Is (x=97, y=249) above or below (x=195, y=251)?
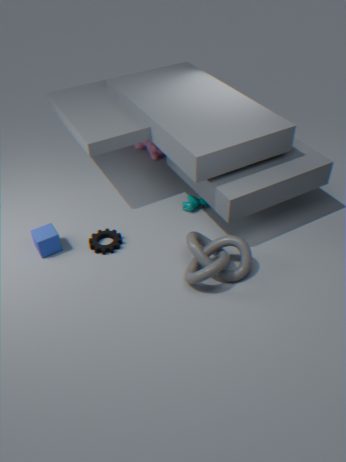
below
